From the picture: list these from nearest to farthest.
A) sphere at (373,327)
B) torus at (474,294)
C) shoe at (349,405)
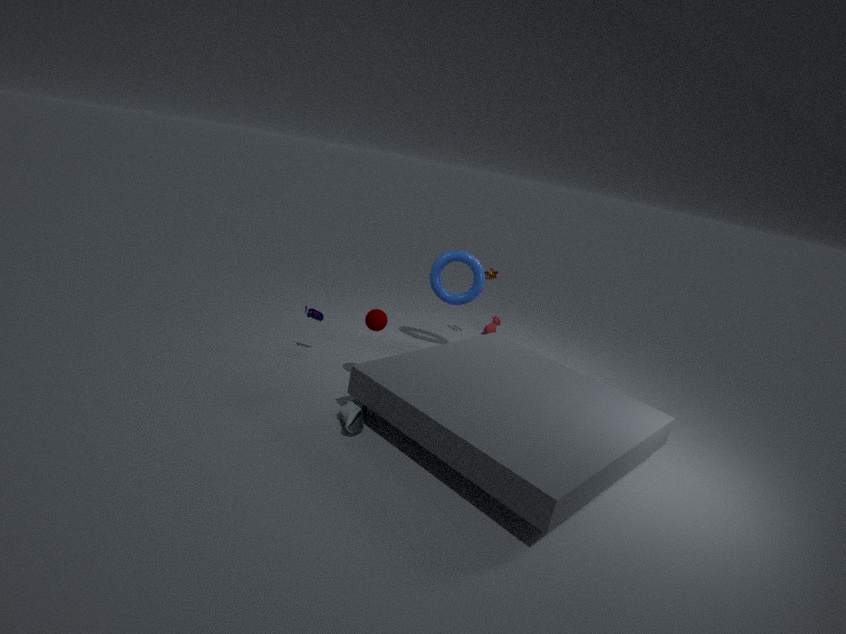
shoe at (349,405) < sphere at (373,327) < torus at (474,294)
